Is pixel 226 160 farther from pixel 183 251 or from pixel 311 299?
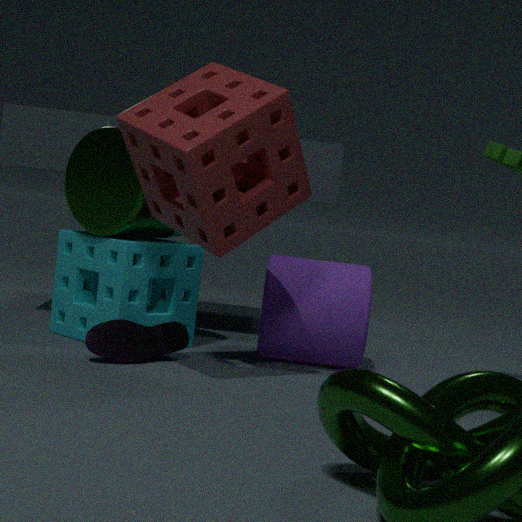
pixel 311 299
